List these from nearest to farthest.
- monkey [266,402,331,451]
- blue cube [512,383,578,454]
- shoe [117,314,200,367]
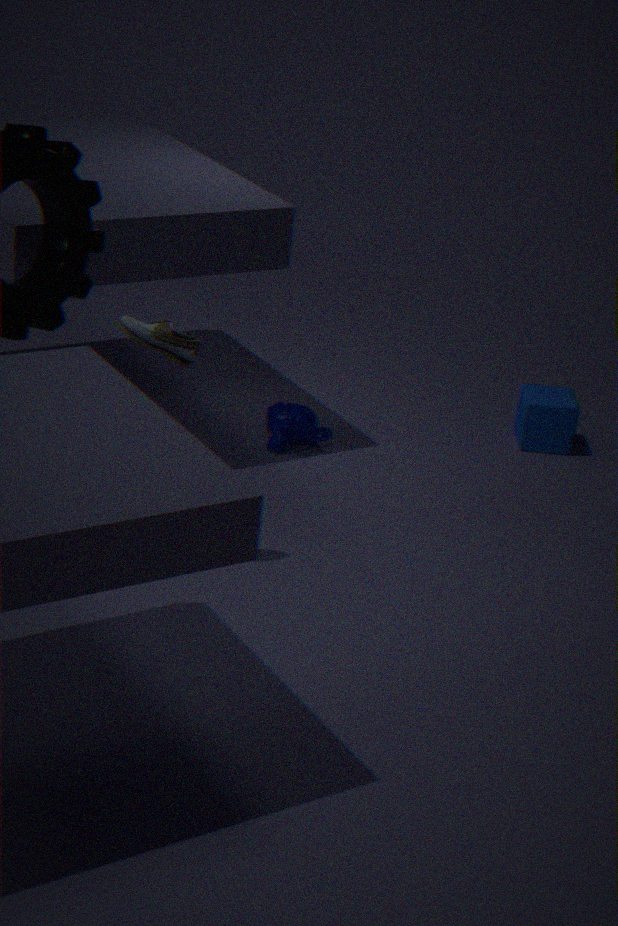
1. shoe [117,314,200,367]
2. monkey [266,402,331,451]
3. blue cube [512,383,578,454]
